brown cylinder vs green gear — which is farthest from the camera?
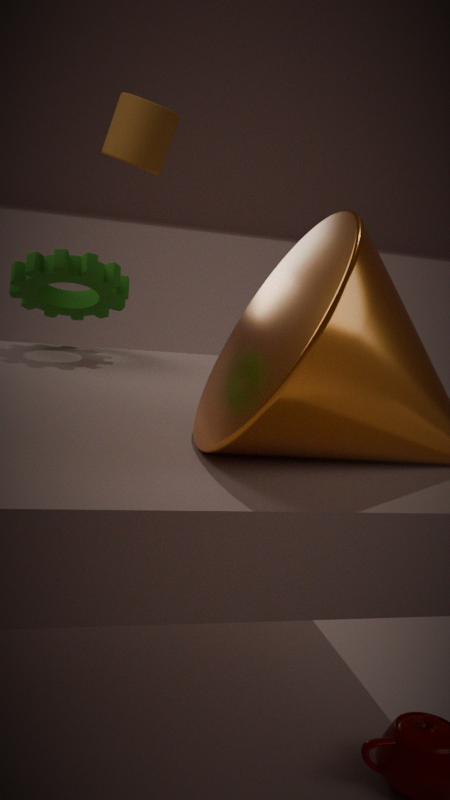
brown cylinder
